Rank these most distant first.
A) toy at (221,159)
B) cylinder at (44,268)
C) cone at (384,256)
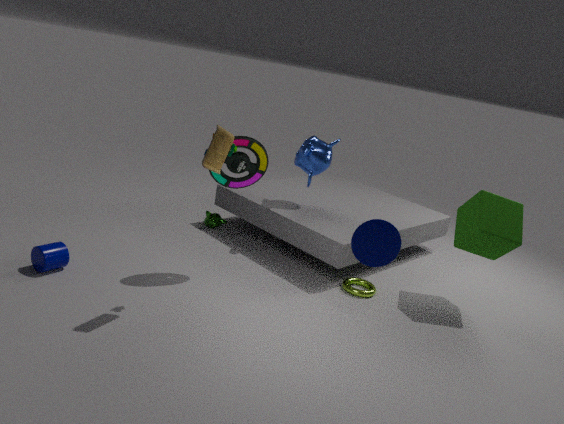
cylinder at (44,268) < toy at (221,159) < cone at (384,256)
